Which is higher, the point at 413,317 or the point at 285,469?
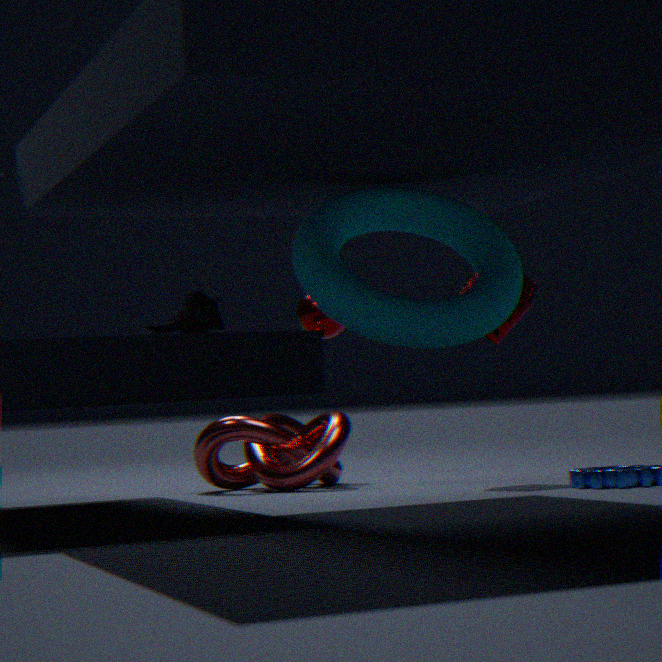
the point at 413,317
